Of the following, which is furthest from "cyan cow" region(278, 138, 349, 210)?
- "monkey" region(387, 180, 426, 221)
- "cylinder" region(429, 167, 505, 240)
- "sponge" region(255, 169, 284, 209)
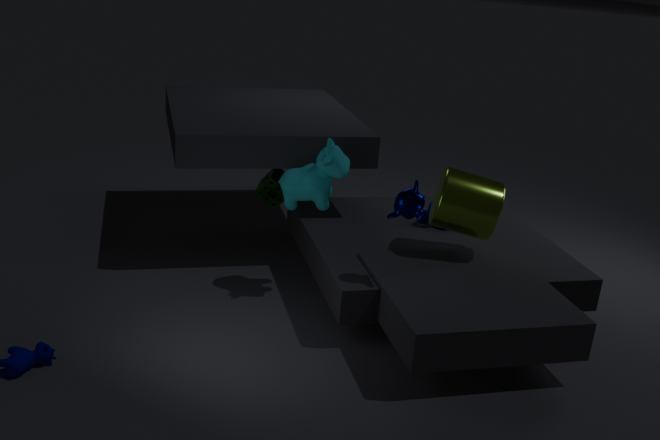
"cylinder" region(429, 167, 505, 240)
